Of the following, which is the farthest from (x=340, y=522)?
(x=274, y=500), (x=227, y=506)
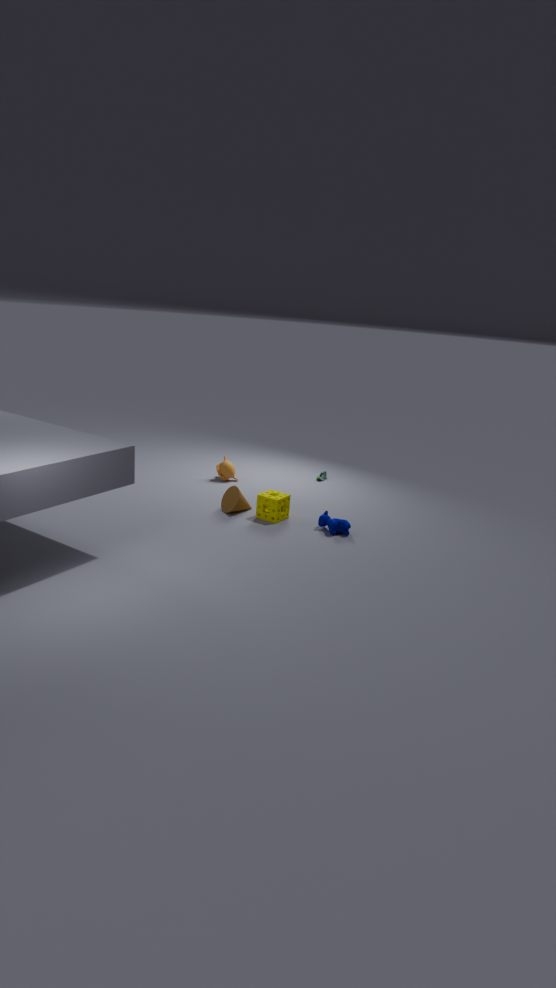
(x=227, y=506)
